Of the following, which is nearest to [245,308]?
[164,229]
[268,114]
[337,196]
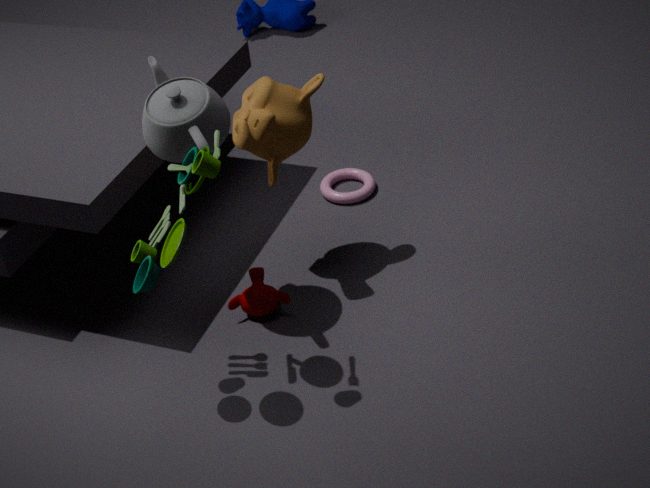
[268,114]
